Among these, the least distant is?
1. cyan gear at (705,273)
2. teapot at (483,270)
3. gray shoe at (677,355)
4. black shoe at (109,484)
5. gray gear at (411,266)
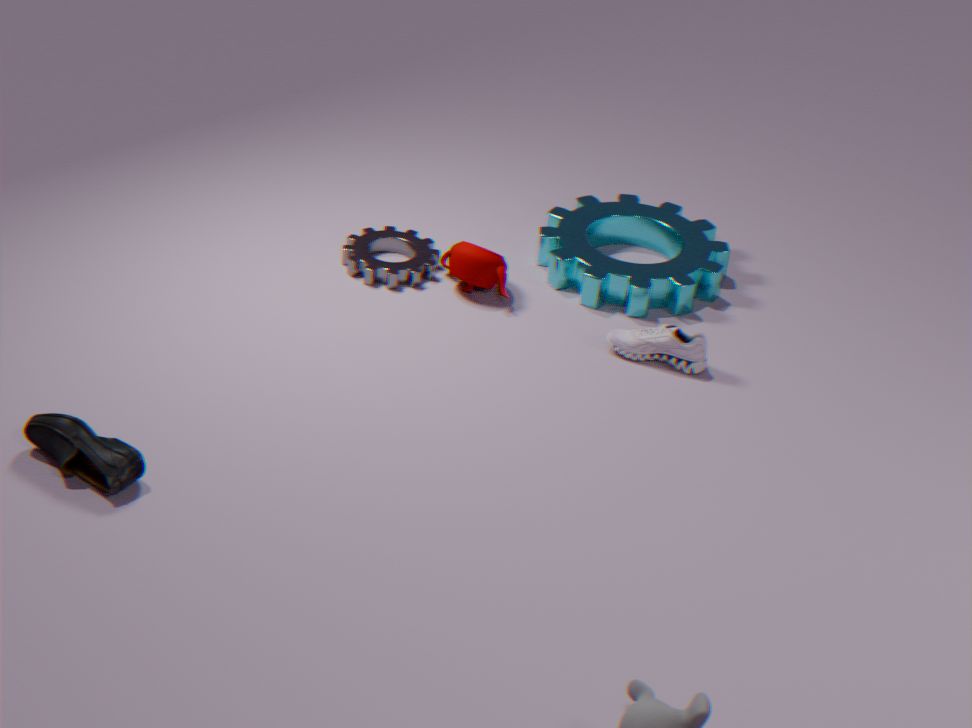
black shoe at (109,484)
